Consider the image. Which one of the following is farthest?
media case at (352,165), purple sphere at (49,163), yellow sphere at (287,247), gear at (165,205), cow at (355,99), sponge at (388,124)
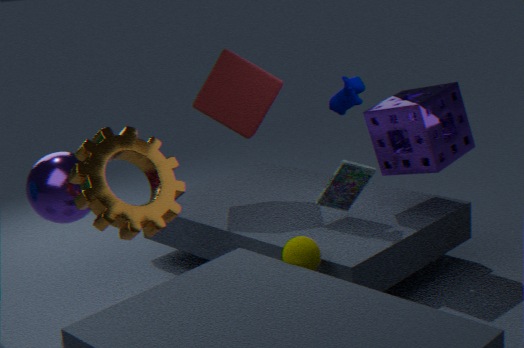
media case at (352,165)
